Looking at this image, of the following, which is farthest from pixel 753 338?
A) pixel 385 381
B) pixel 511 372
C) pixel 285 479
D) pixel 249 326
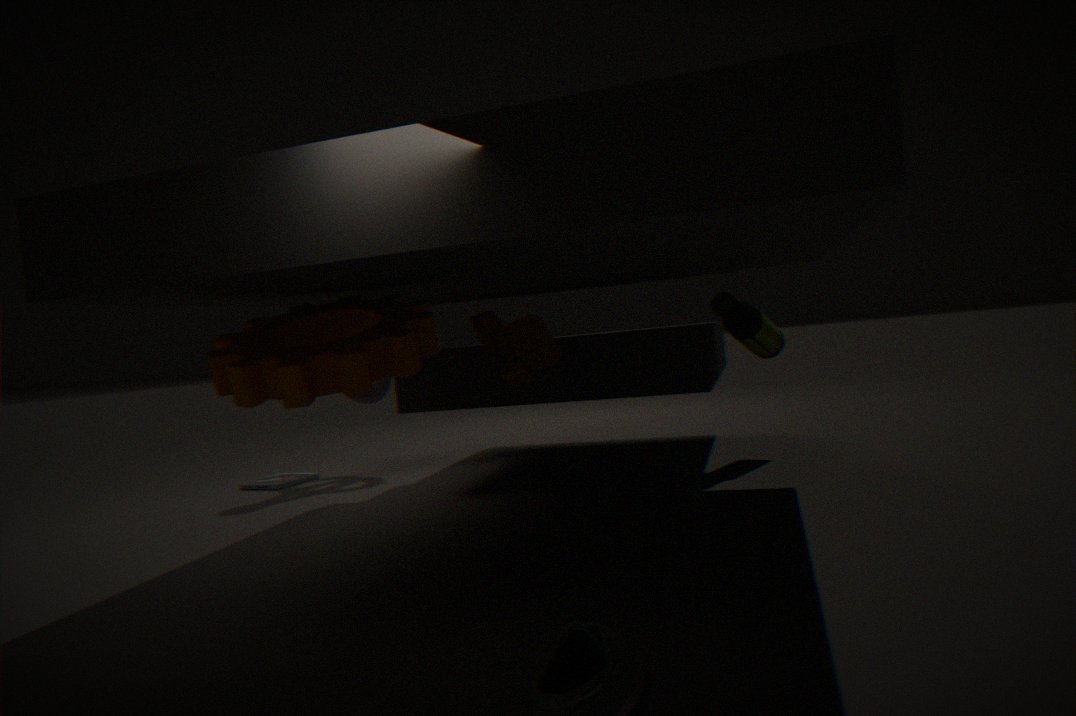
pixel 285 479
